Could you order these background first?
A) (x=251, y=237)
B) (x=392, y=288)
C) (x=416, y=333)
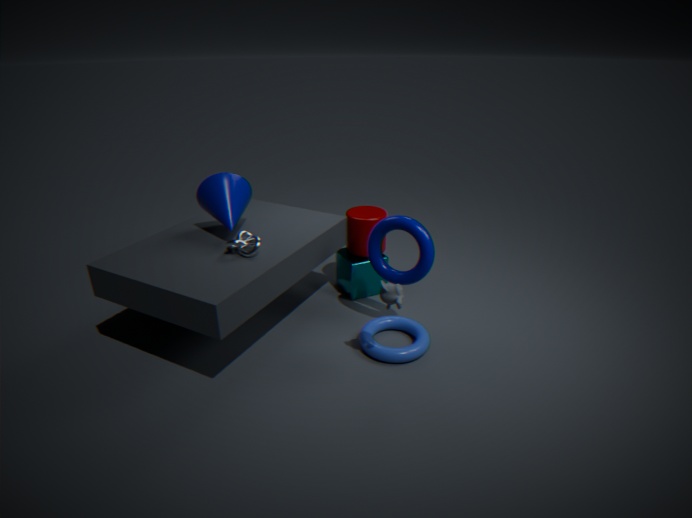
(x=416, y=333) → (x=251, y=237) → (x=392, y=288)
